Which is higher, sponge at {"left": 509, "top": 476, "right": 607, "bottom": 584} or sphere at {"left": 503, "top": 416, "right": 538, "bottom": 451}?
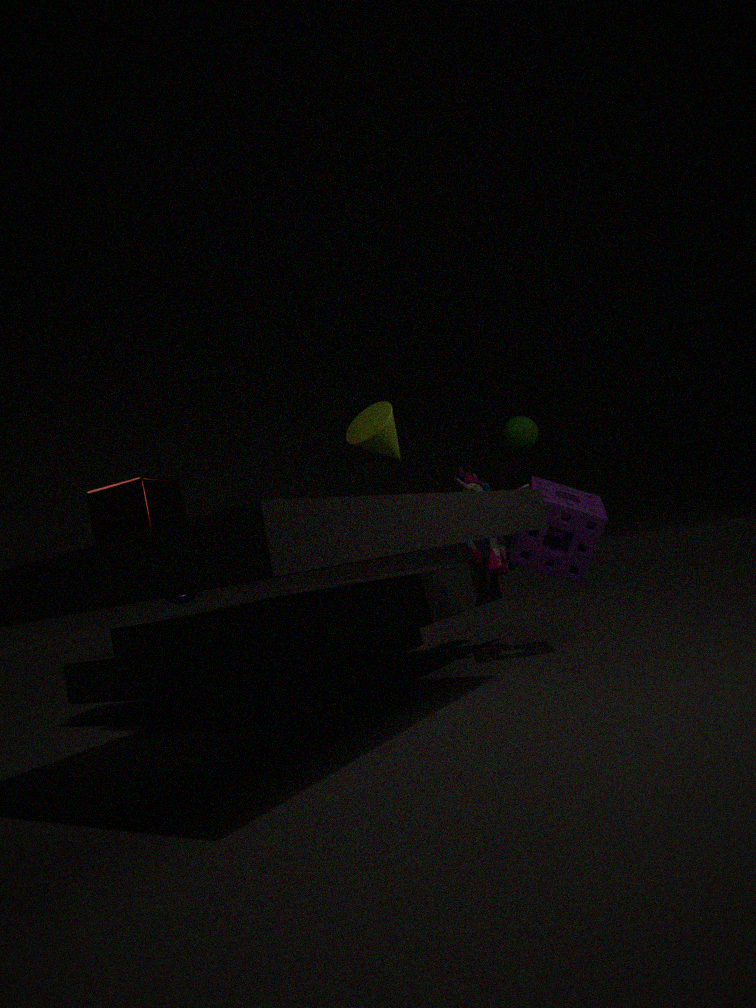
sphere at {"left": 503, "top": 416, "right": 538, "bottom": 451}
